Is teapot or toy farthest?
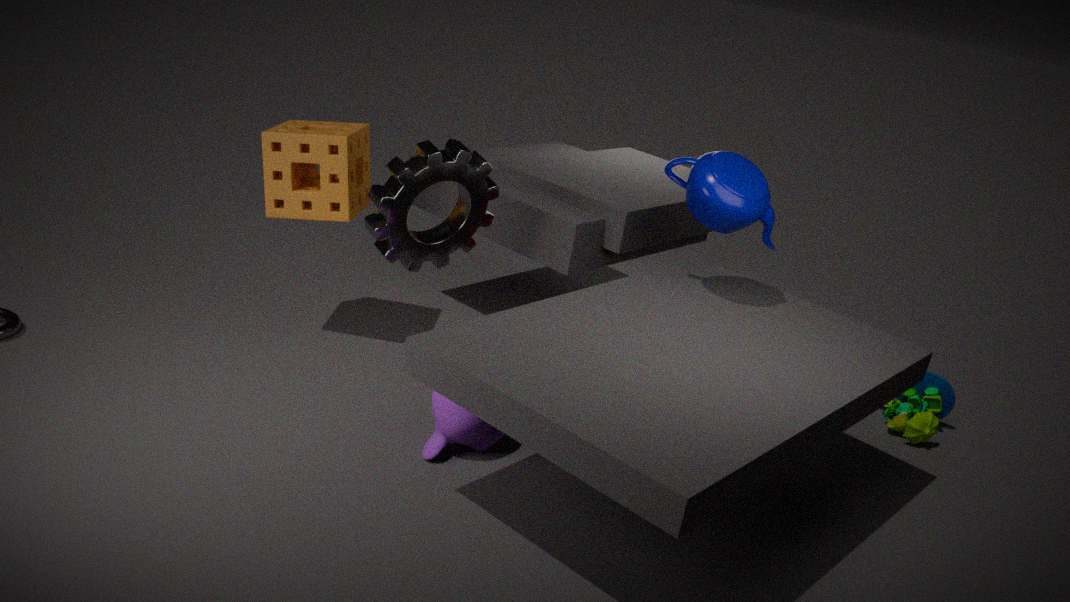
toy
